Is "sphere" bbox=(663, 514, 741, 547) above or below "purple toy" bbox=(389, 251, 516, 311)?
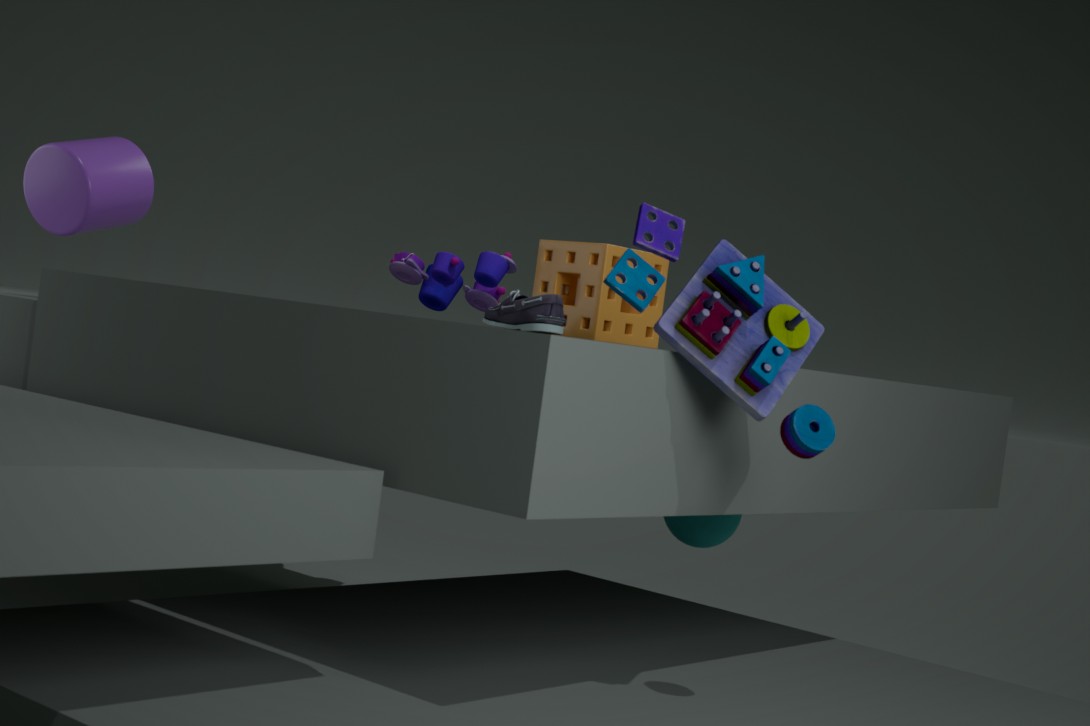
below
